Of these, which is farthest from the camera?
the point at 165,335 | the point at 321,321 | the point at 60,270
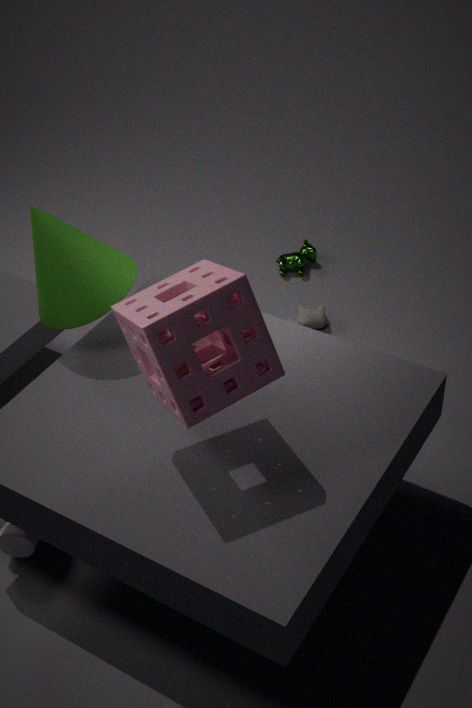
the point at 321,321
